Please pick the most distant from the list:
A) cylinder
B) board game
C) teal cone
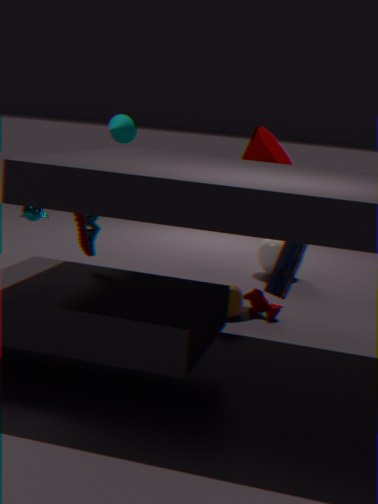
teal cone
